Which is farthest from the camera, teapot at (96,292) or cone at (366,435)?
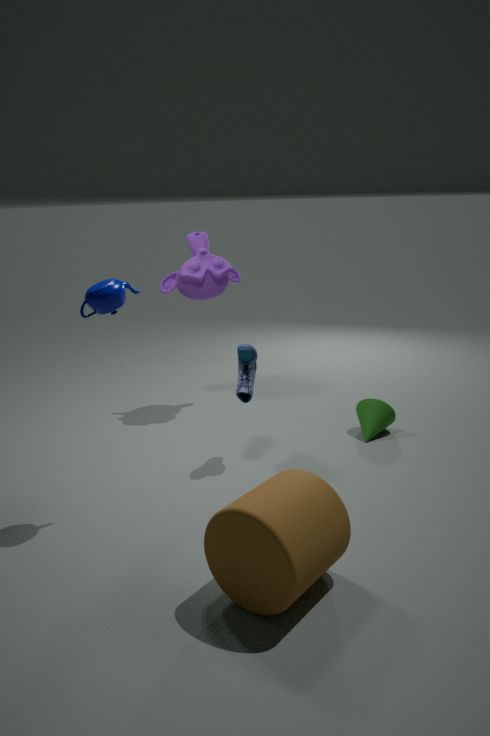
cone at (366,435)
